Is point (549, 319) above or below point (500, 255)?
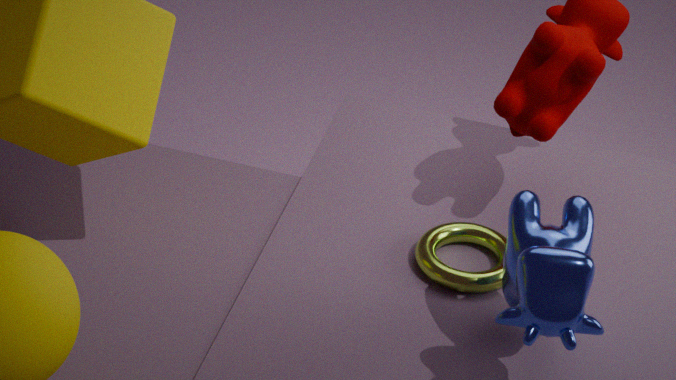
above
